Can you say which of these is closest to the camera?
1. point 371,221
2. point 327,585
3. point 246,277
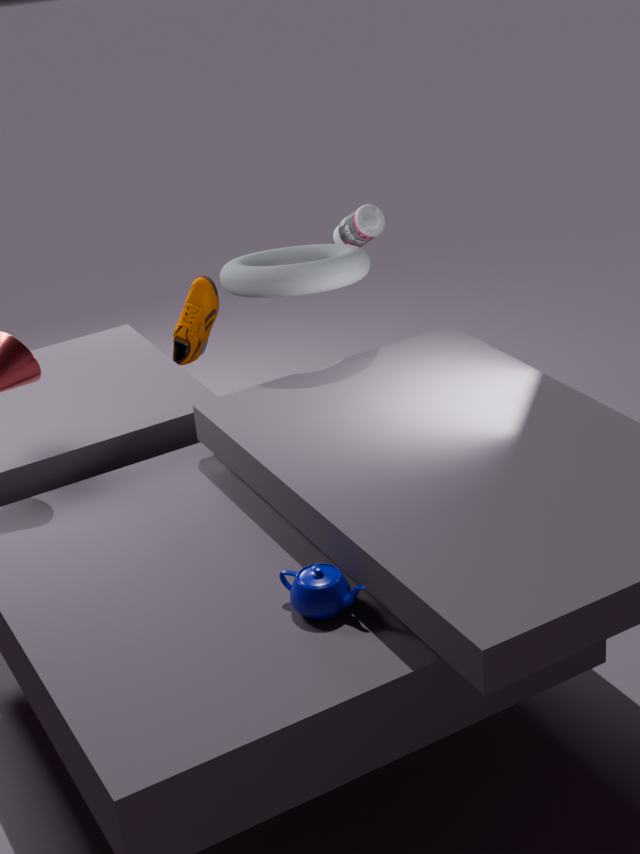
point 327,585
